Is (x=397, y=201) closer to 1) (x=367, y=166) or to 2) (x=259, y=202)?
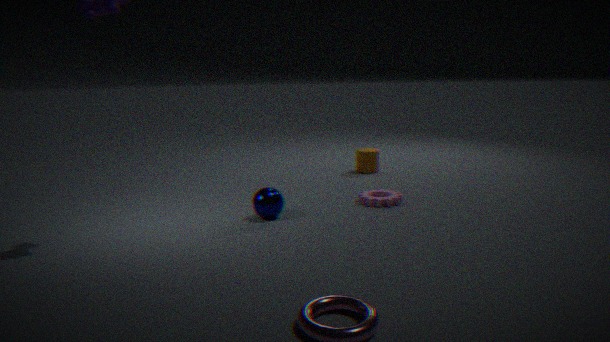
2) (x=259, y=202)
